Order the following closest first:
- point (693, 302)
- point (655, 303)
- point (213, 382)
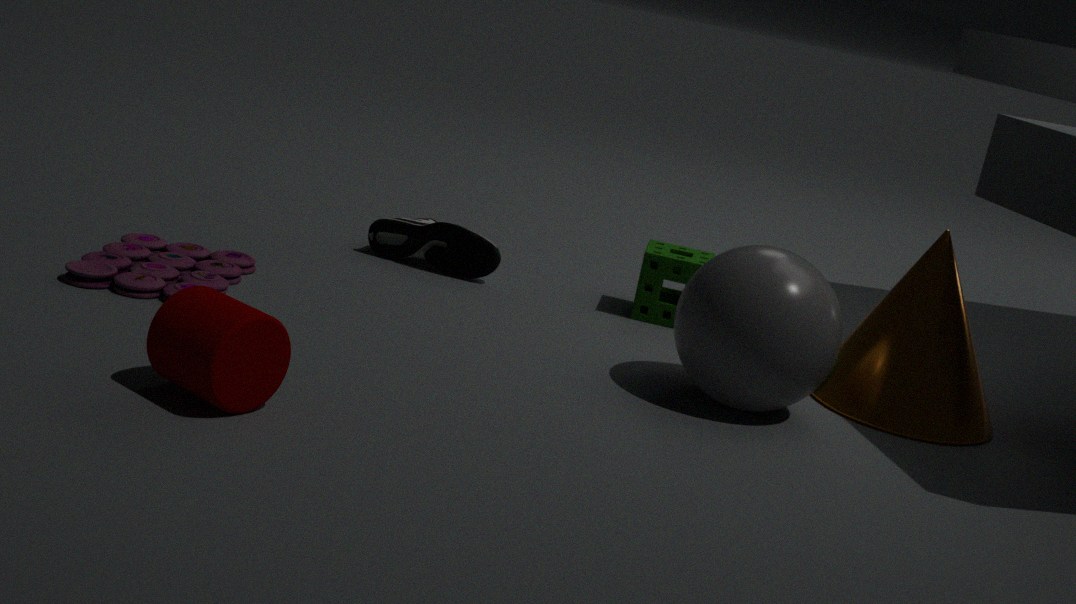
1. point (213, 382)
2. point (693, 302)
3. point (655, 303)
